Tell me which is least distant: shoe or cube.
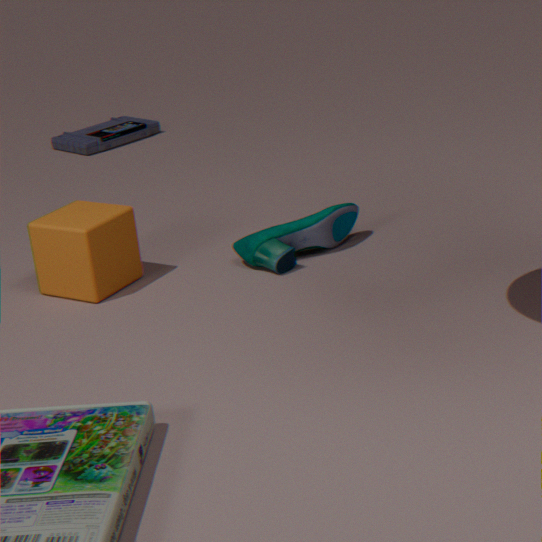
cube
